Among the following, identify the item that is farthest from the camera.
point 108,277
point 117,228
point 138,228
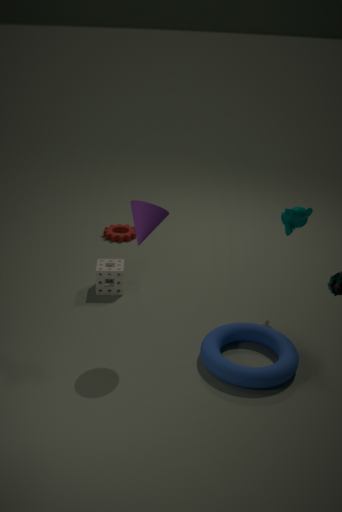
point 117,228
